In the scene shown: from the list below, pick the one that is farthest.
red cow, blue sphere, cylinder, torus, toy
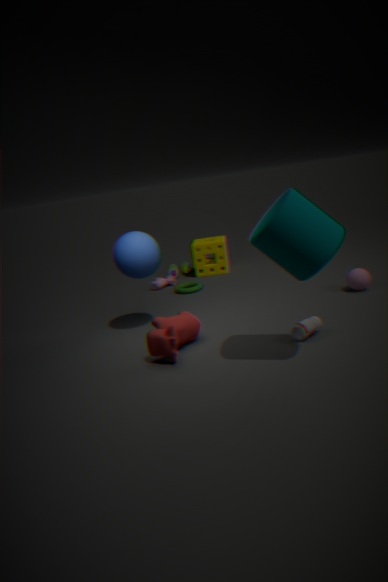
toy
